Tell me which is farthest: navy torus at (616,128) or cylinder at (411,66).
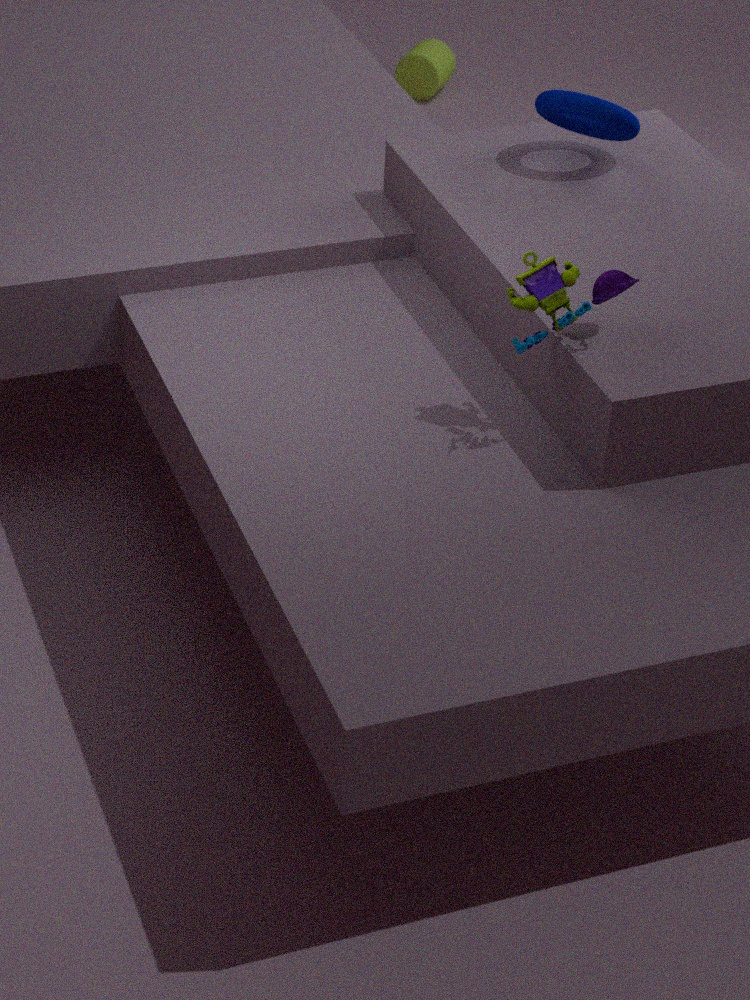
cylinder at (411,66)
